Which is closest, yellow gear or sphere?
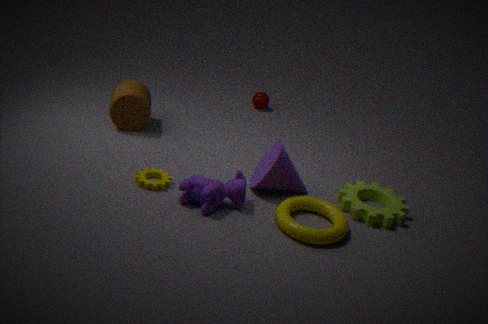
yellow gear
